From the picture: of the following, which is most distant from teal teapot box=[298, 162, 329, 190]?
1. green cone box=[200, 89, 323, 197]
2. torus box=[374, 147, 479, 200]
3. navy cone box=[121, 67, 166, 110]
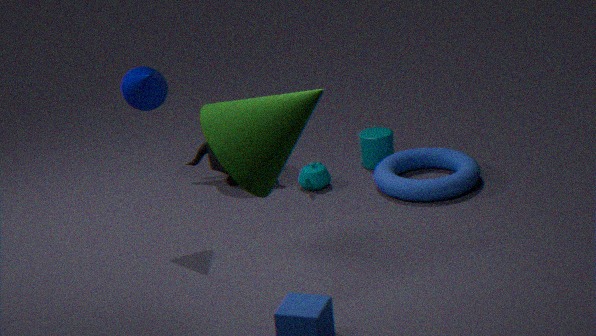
green cone box=[200, 89, 323, 197]
